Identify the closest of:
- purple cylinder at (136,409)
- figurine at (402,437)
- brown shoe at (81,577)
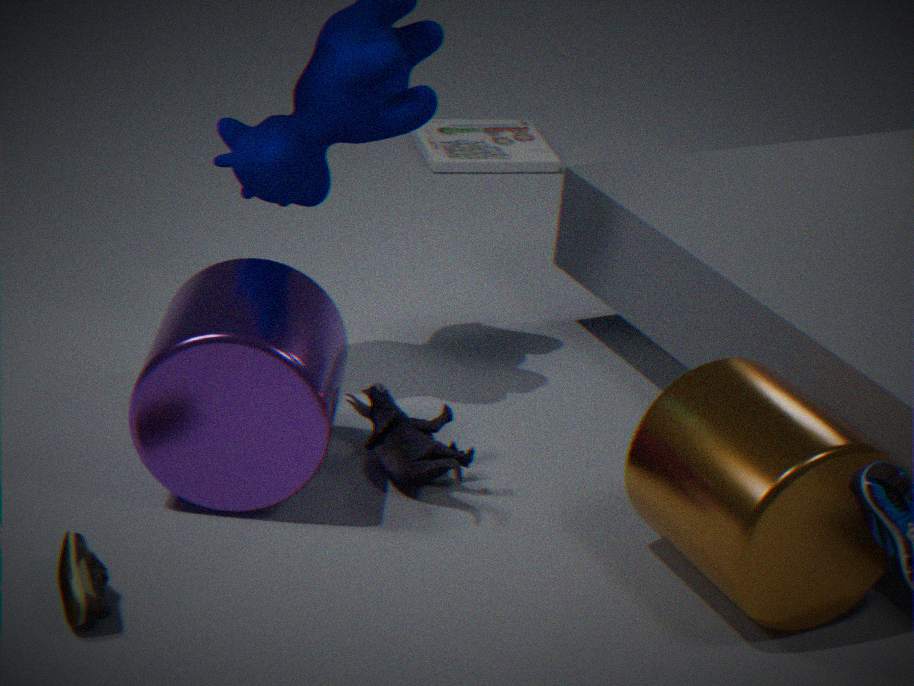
brown shoe at (81,577)
